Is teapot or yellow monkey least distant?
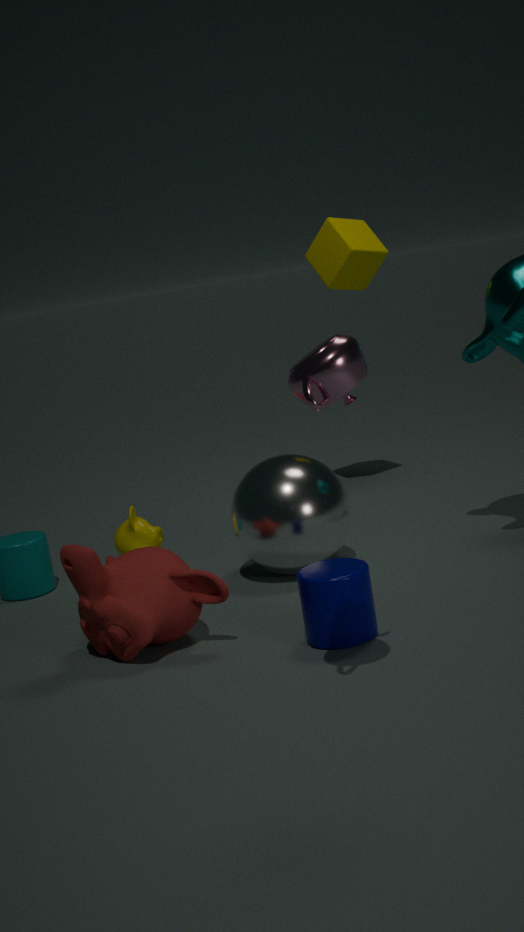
teapot
